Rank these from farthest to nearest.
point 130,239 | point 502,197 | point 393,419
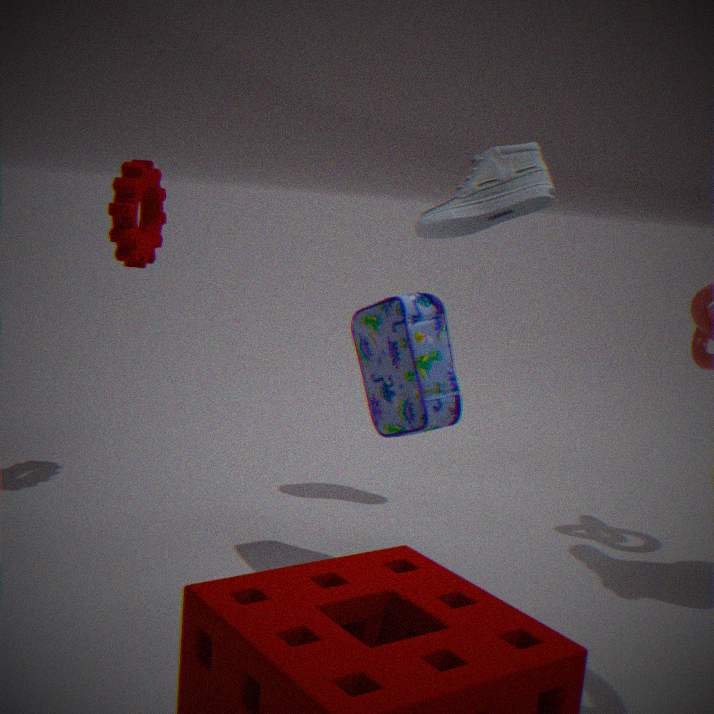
point 502,197 < point 130,239 < point 393,419
